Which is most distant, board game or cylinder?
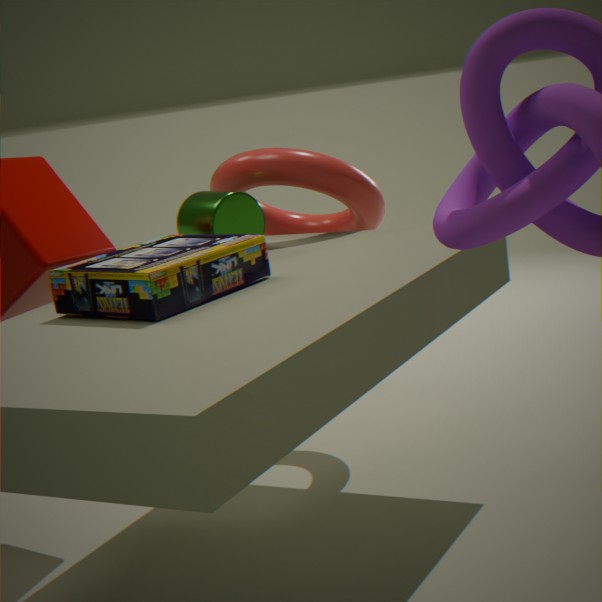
cylinder
